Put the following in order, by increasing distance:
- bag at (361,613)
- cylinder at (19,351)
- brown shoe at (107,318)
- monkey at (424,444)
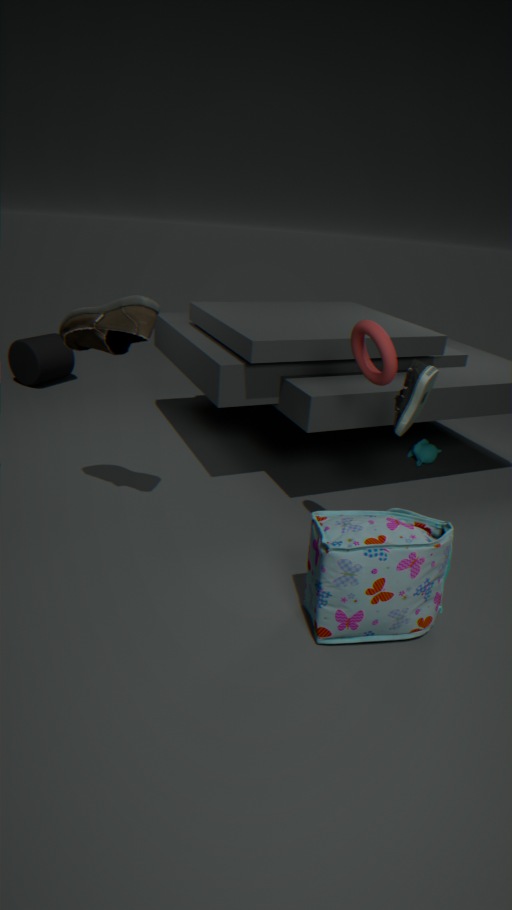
bag at (361,613), brown shoe at (107,318), monkey at (424,444), cylinder at (19,351)
